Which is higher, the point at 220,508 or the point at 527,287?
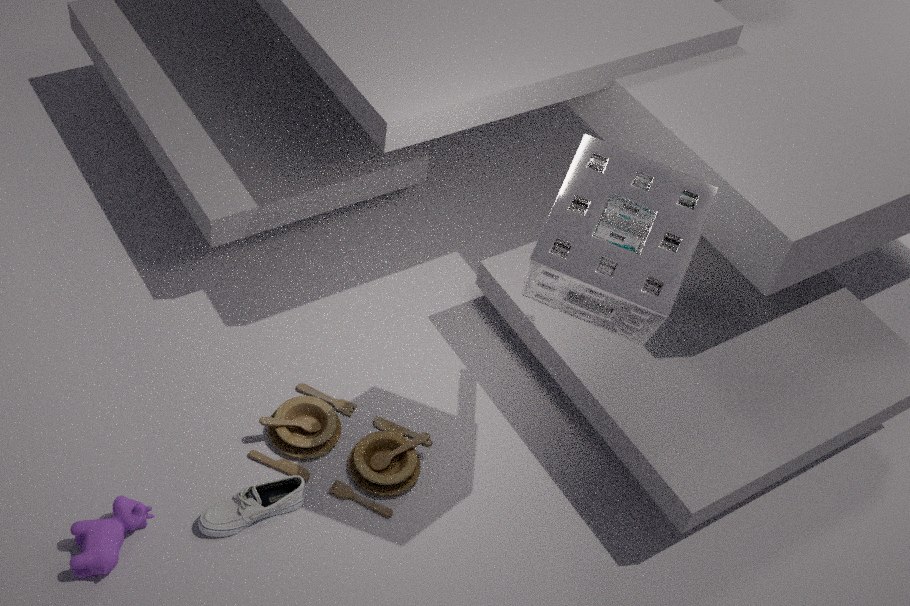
the point at 527,287
